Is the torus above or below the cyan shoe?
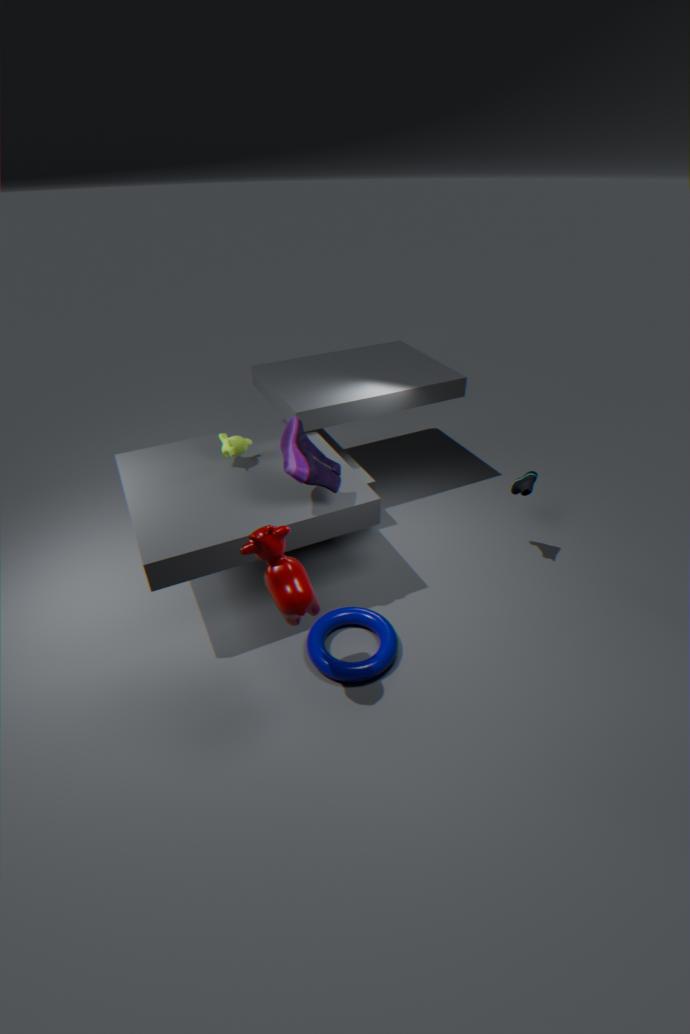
below
